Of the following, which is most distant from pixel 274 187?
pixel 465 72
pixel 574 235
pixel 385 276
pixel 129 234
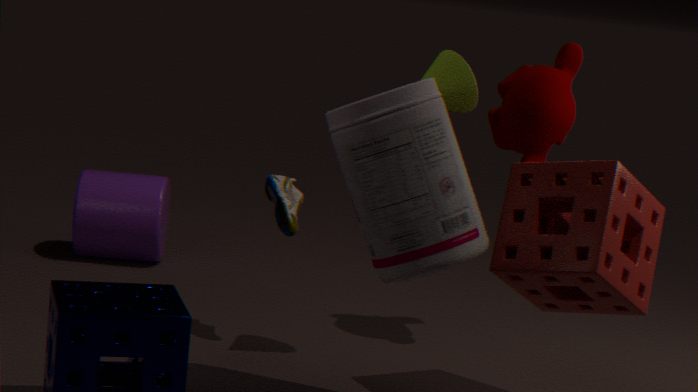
pixel 129 234
